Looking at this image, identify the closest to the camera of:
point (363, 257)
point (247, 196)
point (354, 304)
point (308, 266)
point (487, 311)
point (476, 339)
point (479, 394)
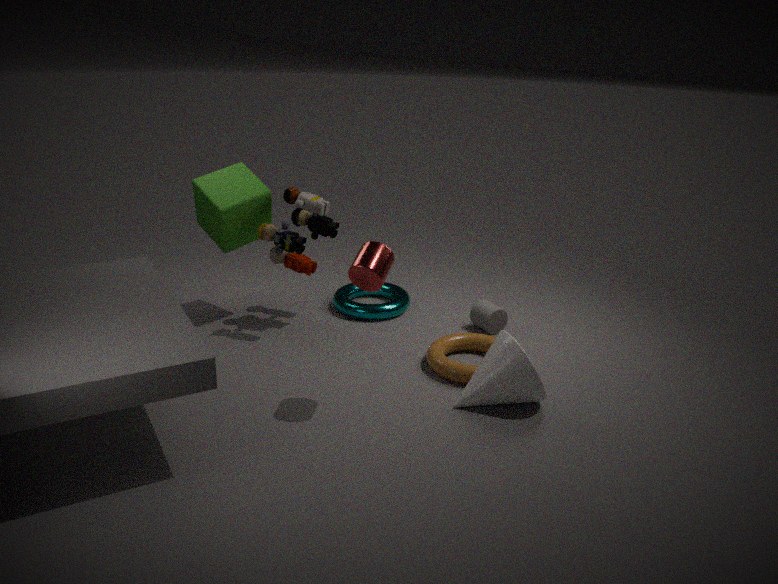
point (363, 257)
